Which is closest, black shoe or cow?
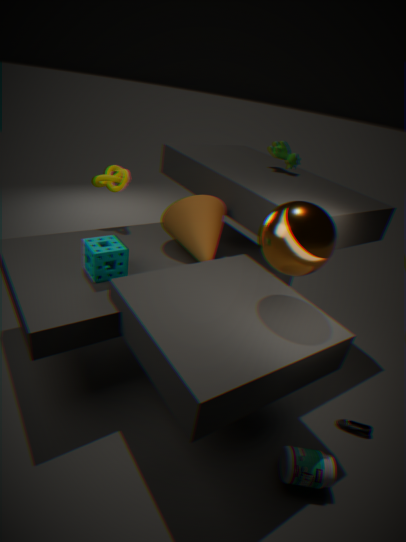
black shoe
